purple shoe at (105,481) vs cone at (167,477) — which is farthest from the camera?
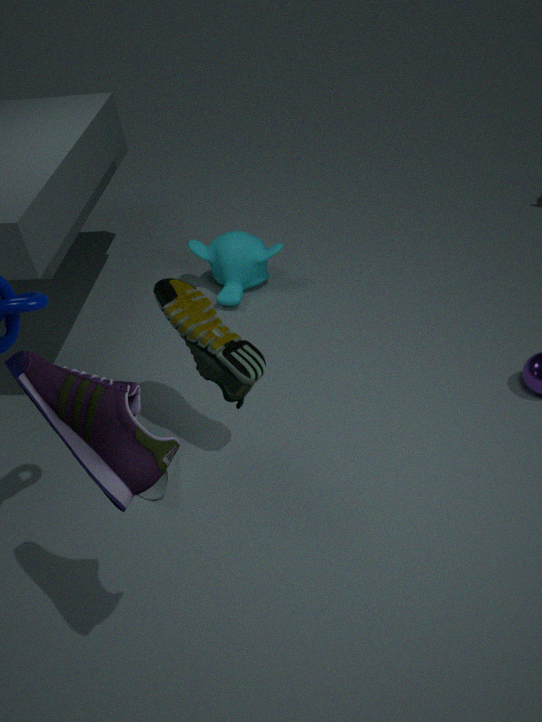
cone at (167,477)
